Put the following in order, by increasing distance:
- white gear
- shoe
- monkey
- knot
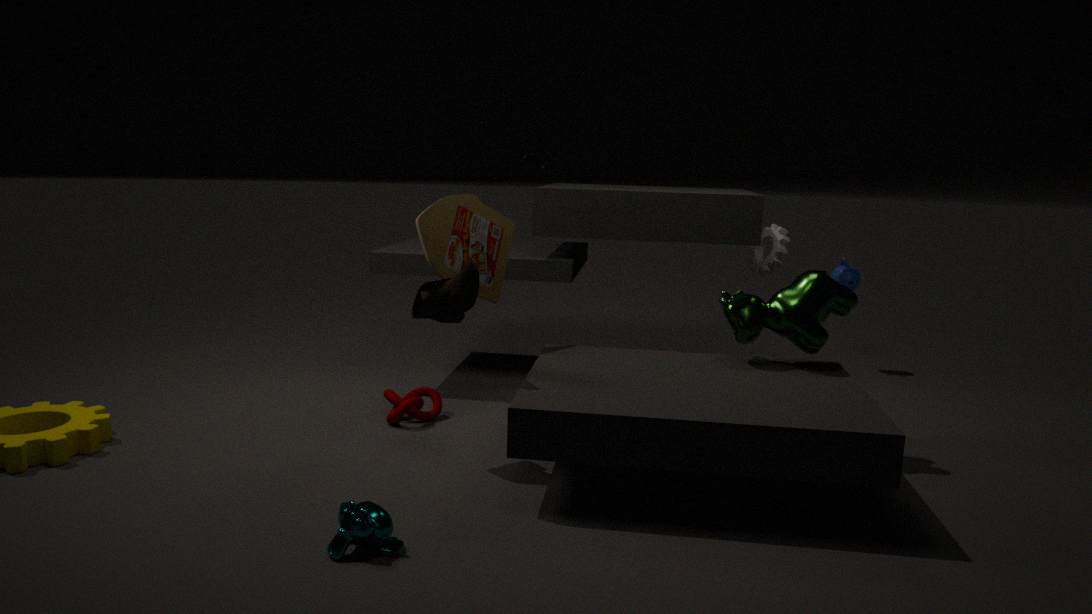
monkey, shoe, knot, white gear
